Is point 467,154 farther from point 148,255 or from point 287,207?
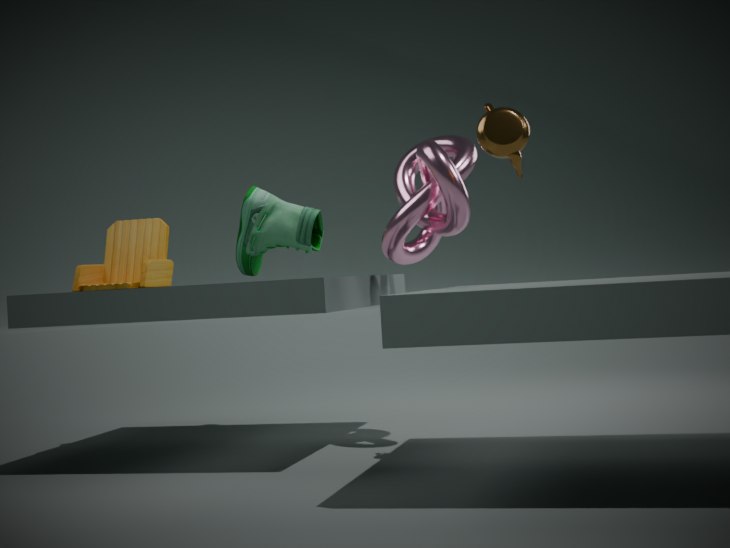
point 148,255
